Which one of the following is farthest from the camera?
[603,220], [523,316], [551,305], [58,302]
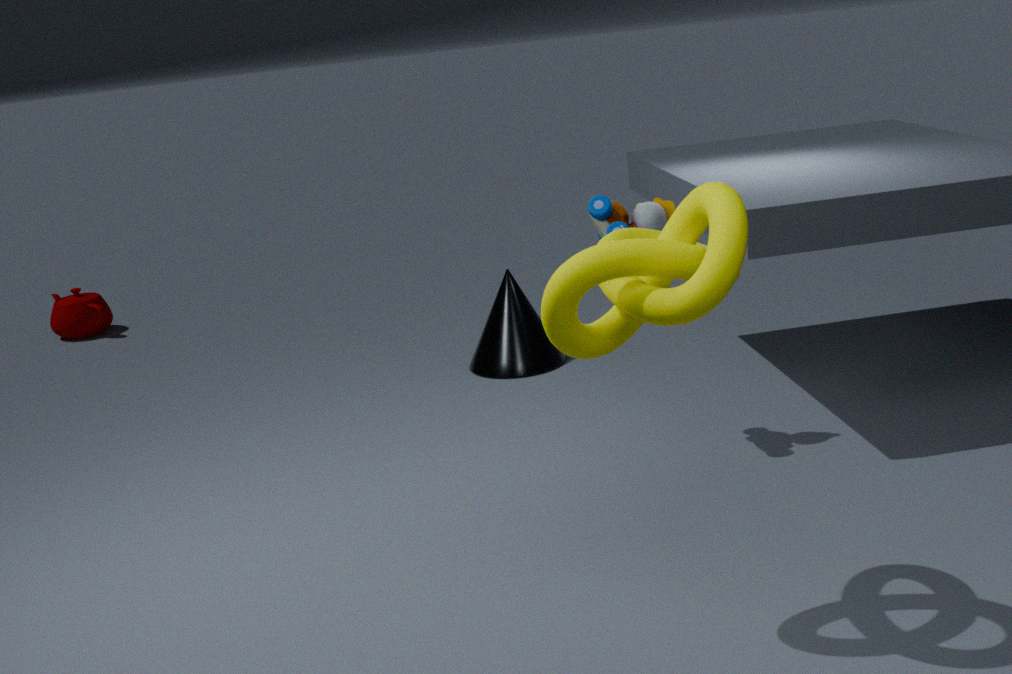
[58,302]
